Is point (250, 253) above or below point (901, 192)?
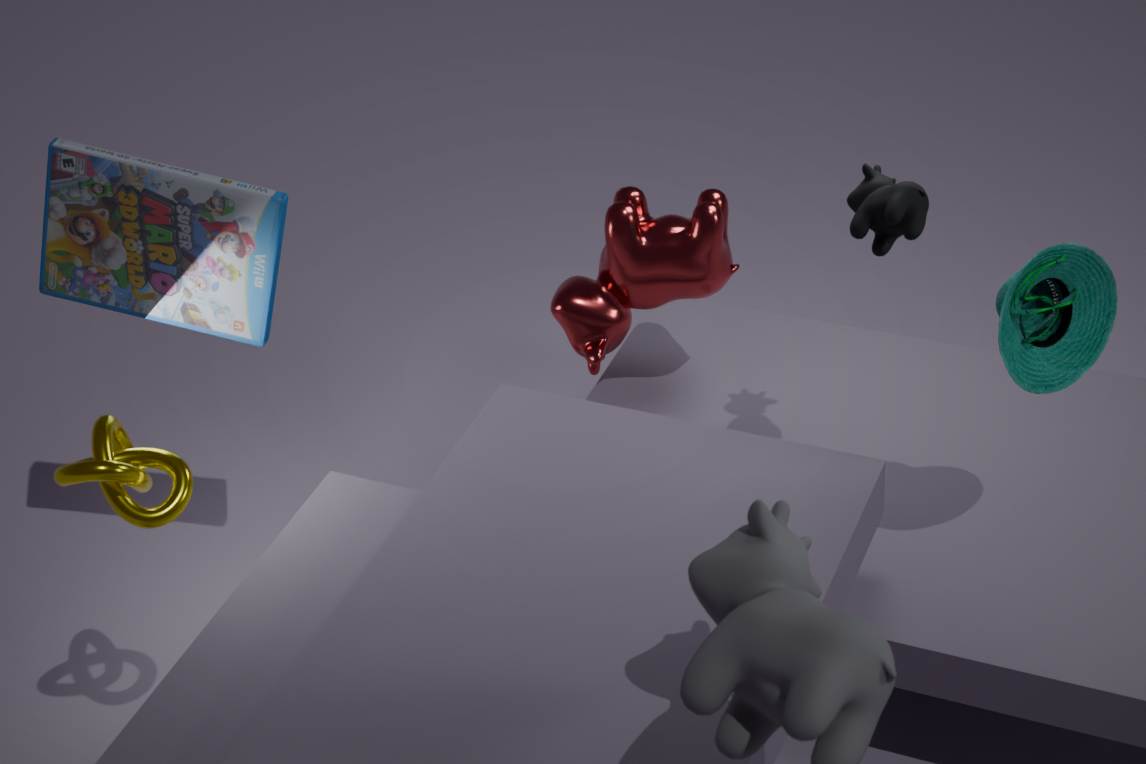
below
